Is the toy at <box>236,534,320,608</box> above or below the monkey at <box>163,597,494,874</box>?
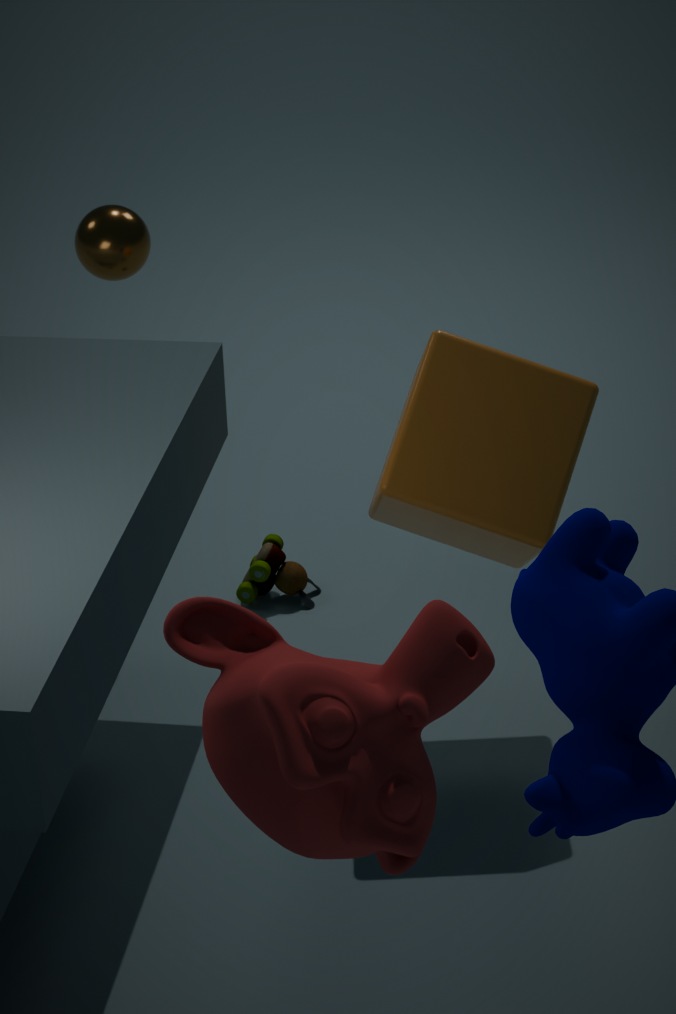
below
